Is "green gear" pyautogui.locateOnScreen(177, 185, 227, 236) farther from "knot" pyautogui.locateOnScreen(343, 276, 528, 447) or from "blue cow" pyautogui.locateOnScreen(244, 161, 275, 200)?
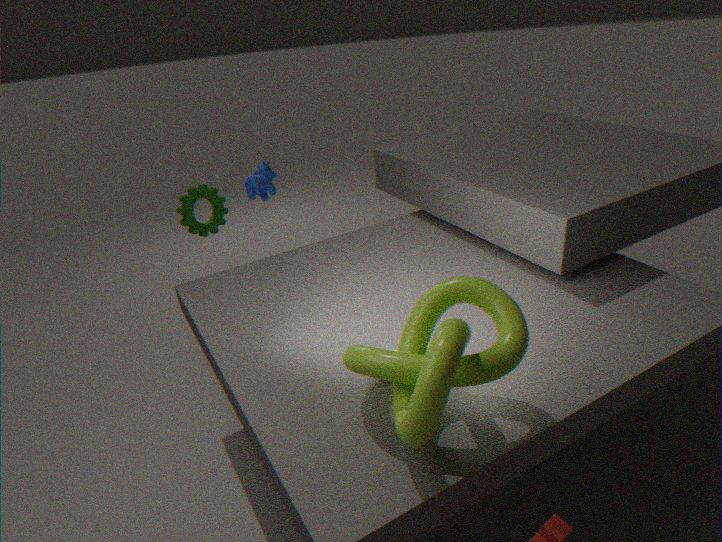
"knot" pyautogui.locateOnScreen(343, 276, 528, 447)
